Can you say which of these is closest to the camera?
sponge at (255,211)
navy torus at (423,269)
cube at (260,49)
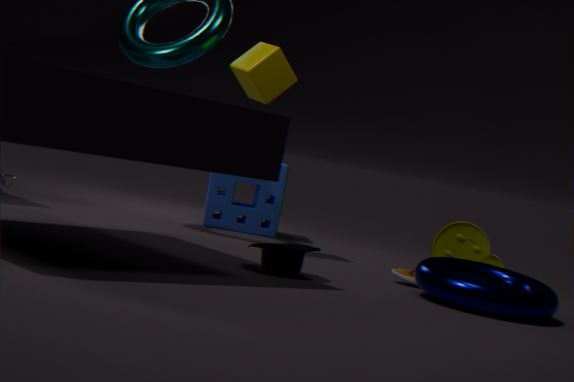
navy torus at (423,269)
